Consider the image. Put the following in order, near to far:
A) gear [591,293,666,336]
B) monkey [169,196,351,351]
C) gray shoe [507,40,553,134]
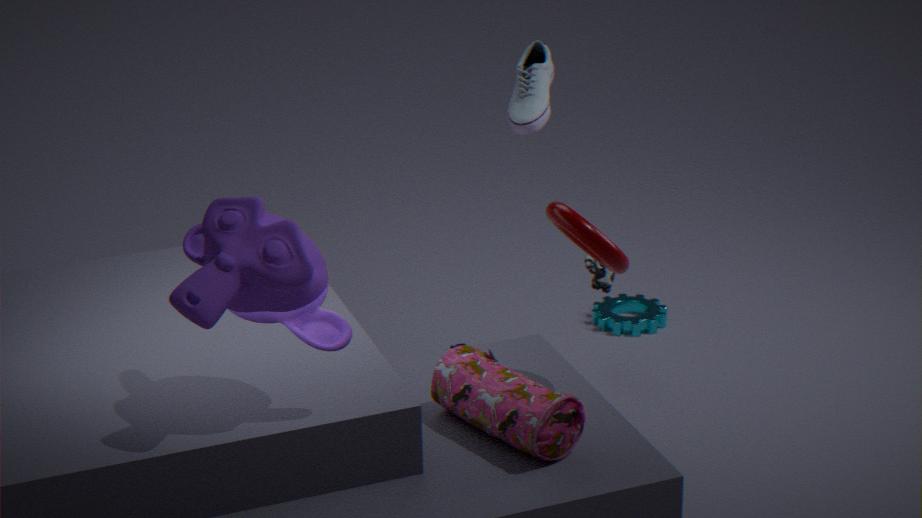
1. monkey [169,196,351,351]
2. gray shoe [507,40,553,134]
3. gear [591,293,666,336]
